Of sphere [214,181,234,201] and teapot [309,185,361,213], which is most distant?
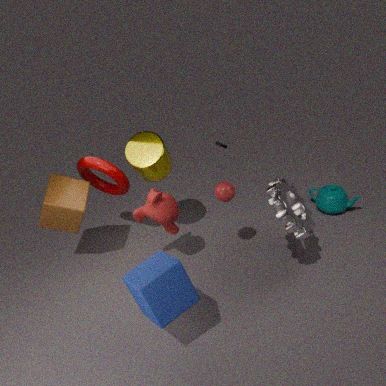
teapot [309,185,361,213]
